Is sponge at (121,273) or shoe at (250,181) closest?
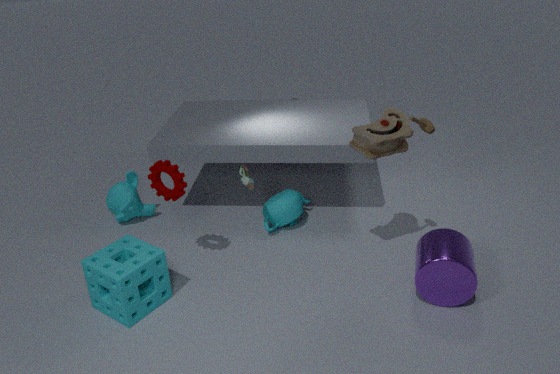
sponge at (121,273)
